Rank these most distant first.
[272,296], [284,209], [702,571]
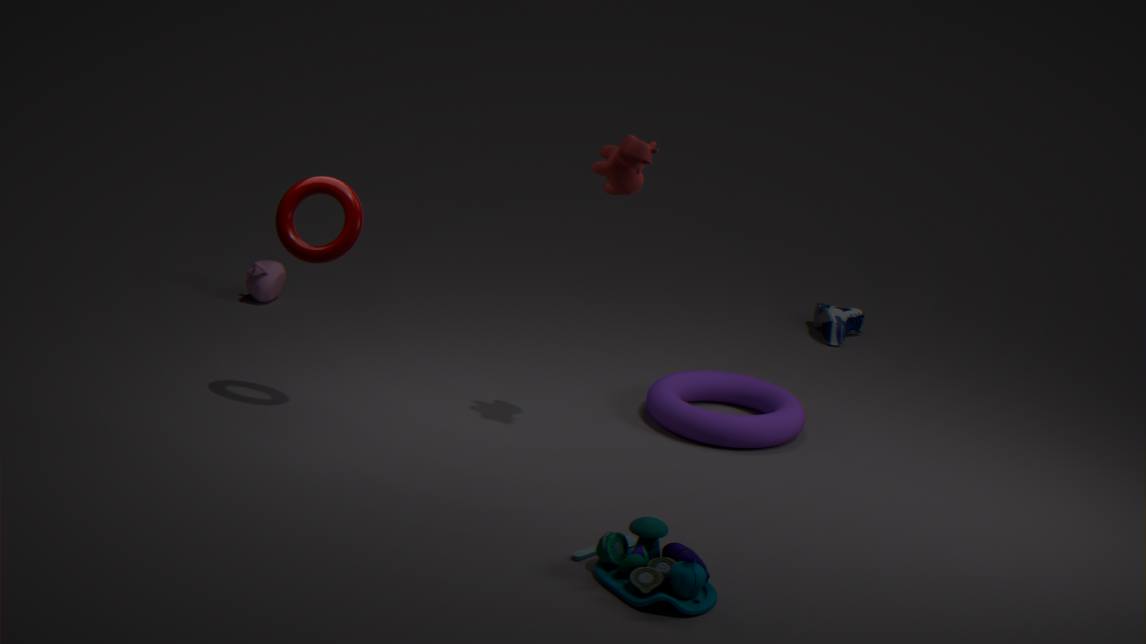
[272,296] < [284,209] < [702,571]
